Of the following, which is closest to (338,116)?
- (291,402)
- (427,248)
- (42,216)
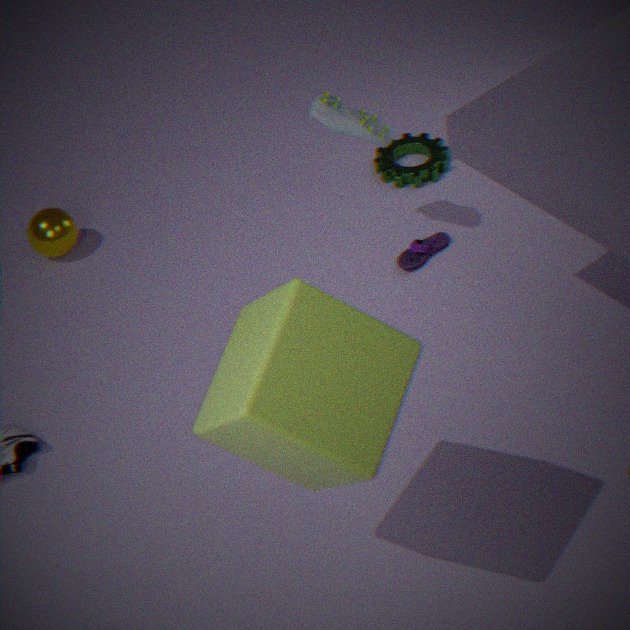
(427,248)
